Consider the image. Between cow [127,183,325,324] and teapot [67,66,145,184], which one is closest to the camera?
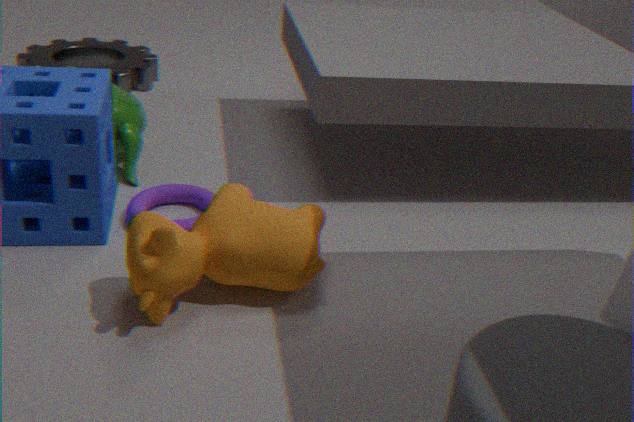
cow [127,183,325,324]
